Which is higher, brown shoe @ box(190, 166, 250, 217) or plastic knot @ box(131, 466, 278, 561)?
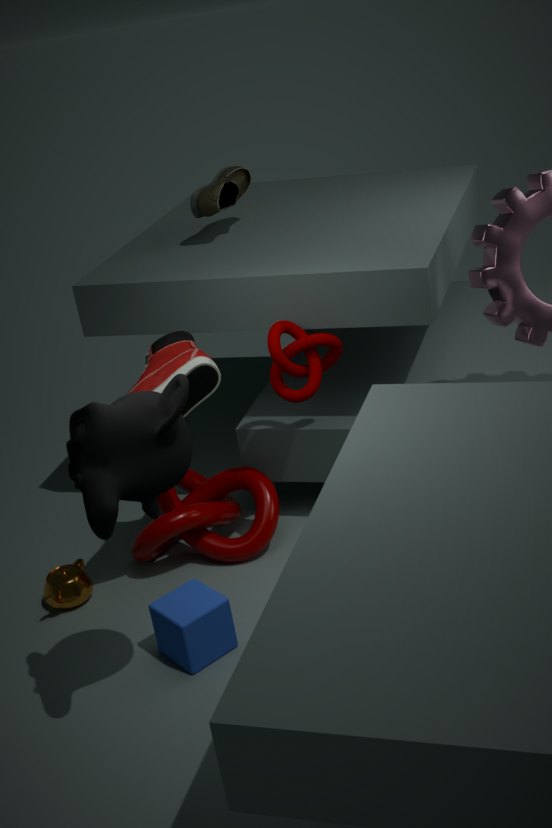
brown shoe @ box(190, 166, 250, 217)
